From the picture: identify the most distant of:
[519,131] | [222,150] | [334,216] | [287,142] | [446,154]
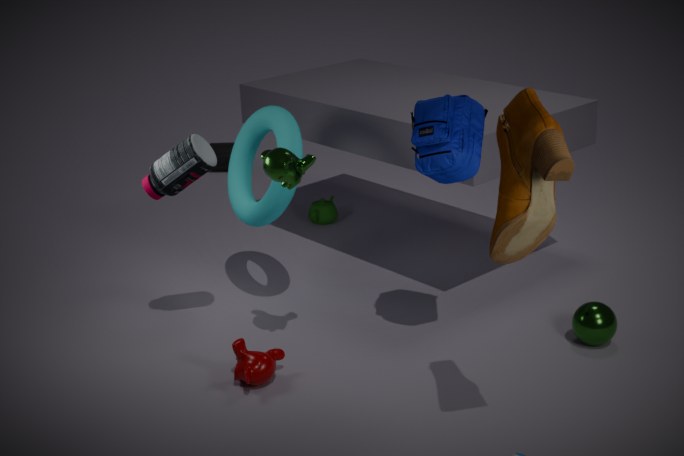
[222,150]
